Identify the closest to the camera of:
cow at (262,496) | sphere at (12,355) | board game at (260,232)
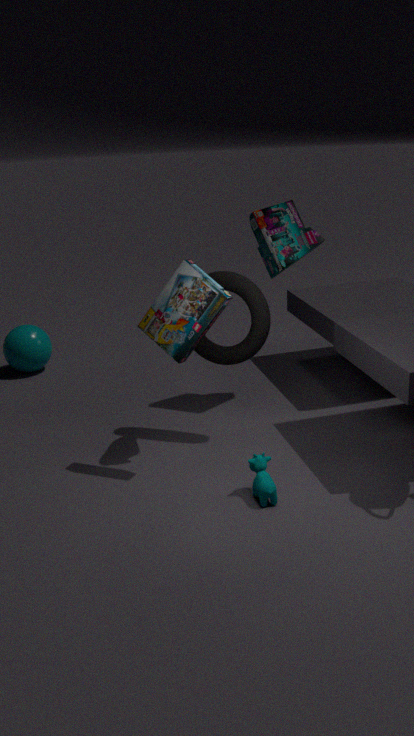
cow at (262,496)
